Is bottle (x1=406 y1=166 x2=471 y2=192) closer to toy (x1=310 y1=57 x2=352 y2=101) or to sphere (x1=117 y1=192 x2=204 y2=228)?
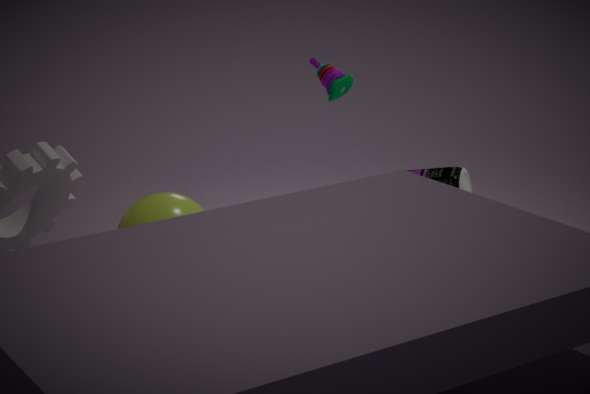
toy (x1=310 y1=57 x2=352 y2=101)
